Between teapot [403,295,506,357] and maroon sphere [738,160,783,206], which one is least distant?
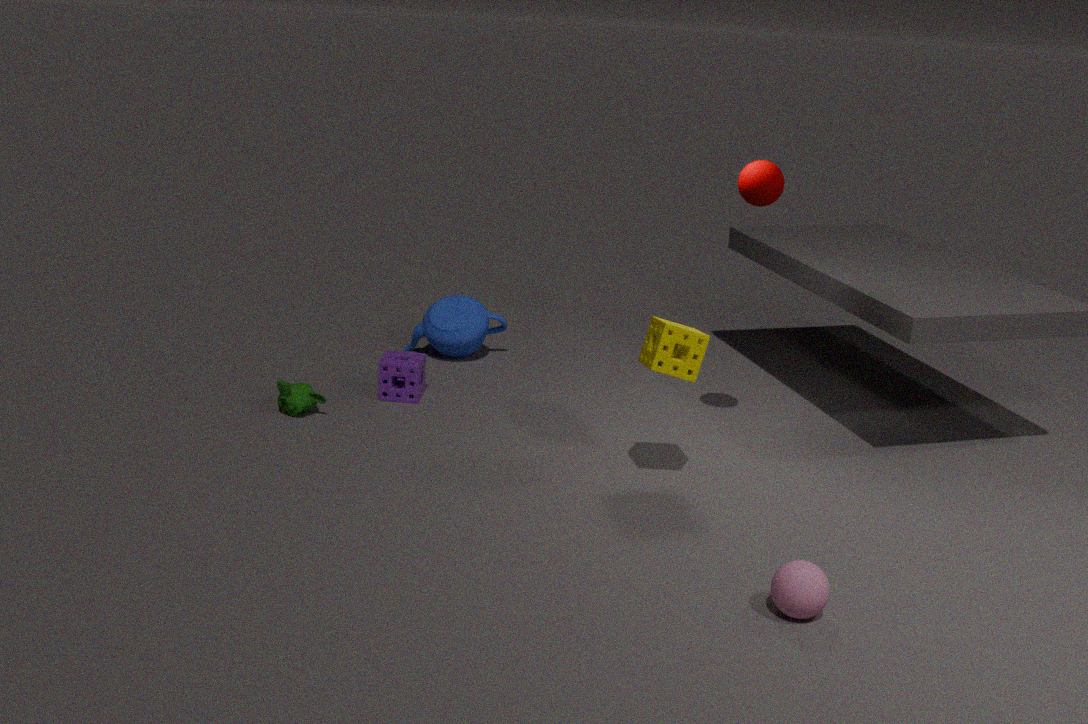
maroon sphere [738,160,783,206]
